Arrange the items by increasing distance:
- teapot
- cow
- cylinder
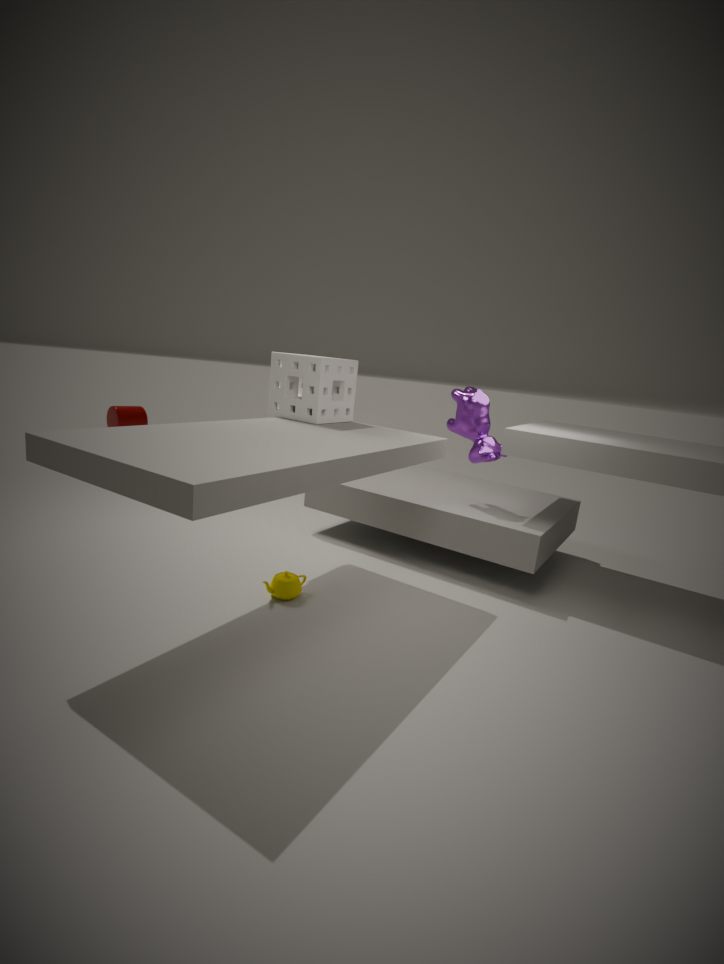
teapot < cow < cylinder
